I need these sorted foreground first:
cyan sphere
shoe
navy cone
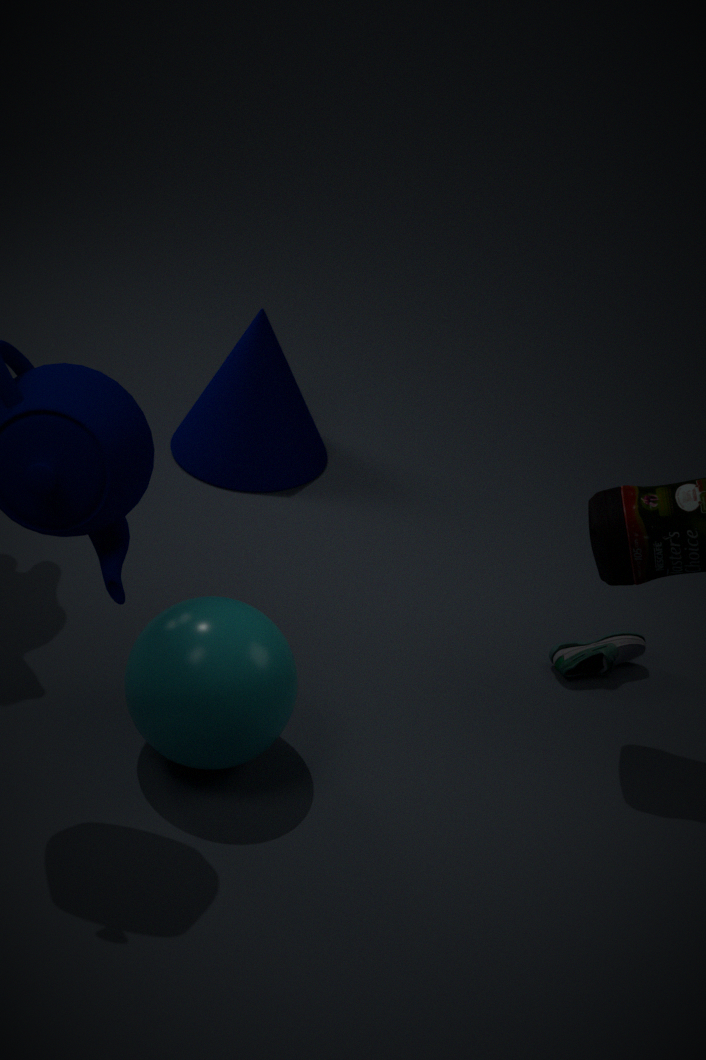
cyan sphere
shoe
navy cone
